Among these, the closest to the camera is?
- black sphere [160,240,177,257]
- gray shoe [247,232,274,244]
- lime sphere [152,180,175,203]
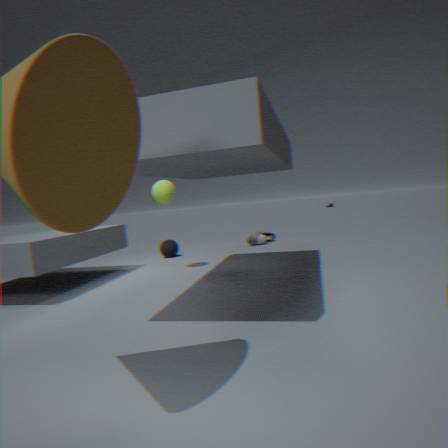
lime sphere [152,180,175,203]
